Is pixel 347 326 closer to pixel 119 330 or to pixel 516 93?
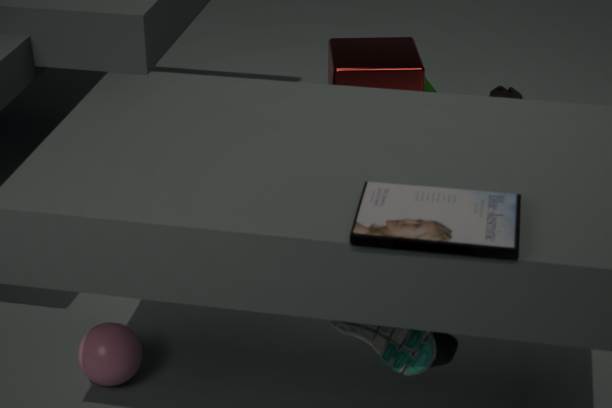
pixel 119 330
